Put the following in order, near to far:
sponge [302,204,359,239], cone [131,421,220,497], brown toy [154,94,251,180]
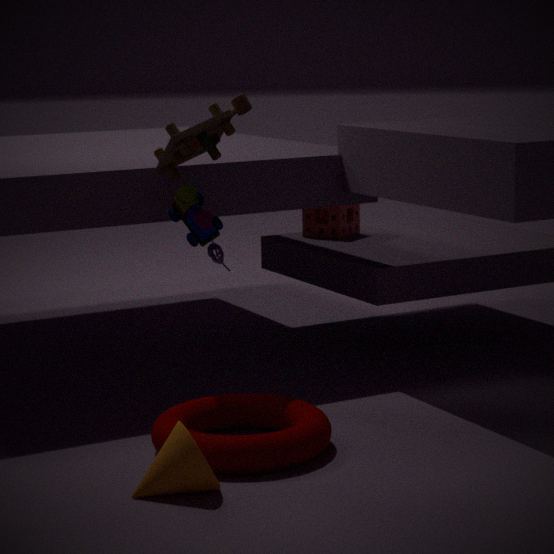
1. cone [131,421,220,497]
2. brown toy [154,94,251,180]
3. sponge [302,204,359,239]
